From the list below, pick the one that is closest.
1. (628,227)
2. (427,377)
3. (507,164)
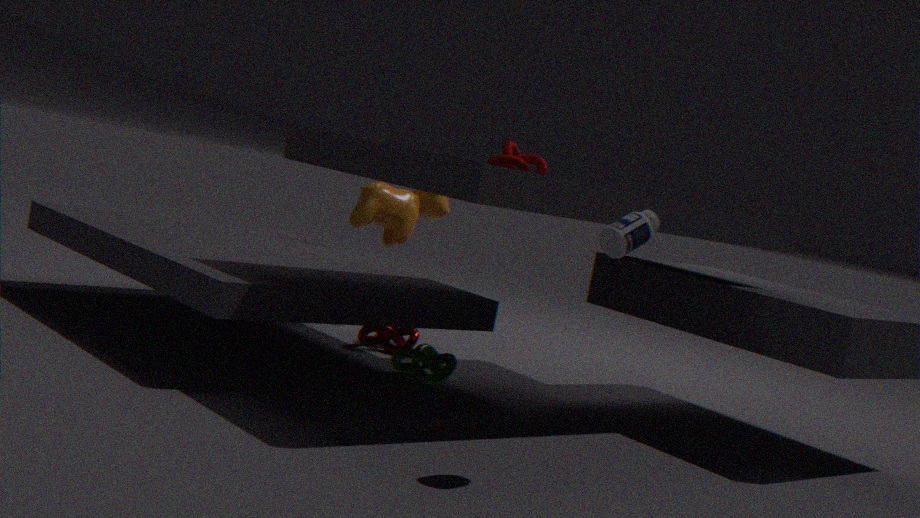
(628,227)
